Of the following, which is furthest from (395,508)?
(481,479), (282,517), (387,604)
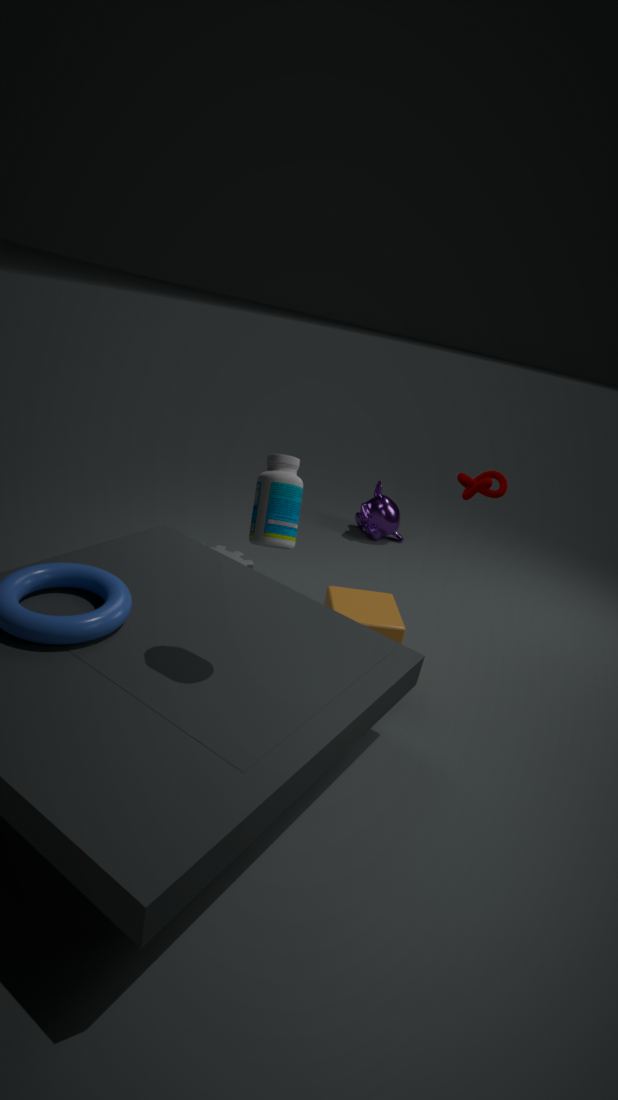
(282,517)
